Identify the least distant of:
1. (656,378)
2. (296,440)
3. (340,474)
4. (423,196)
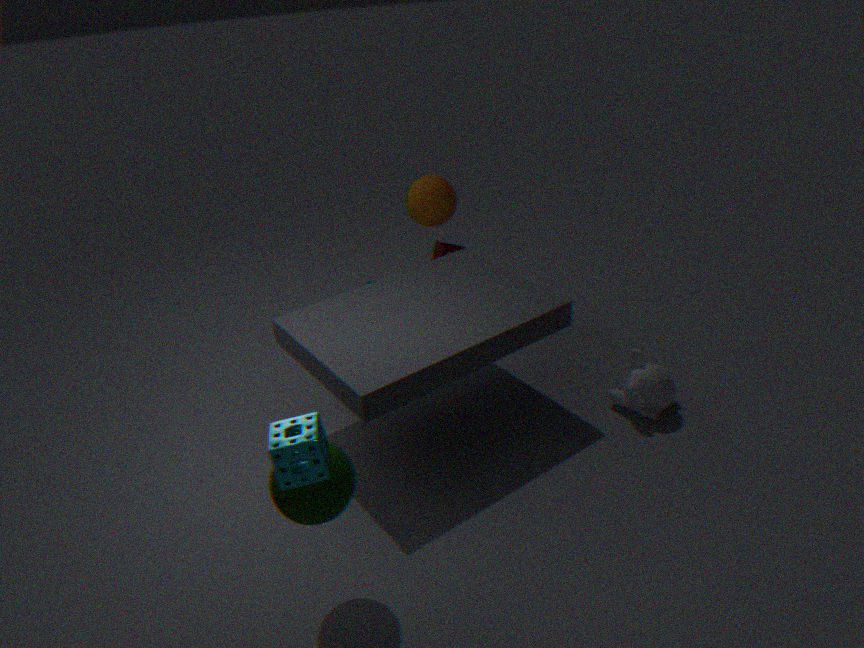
(296,440)
